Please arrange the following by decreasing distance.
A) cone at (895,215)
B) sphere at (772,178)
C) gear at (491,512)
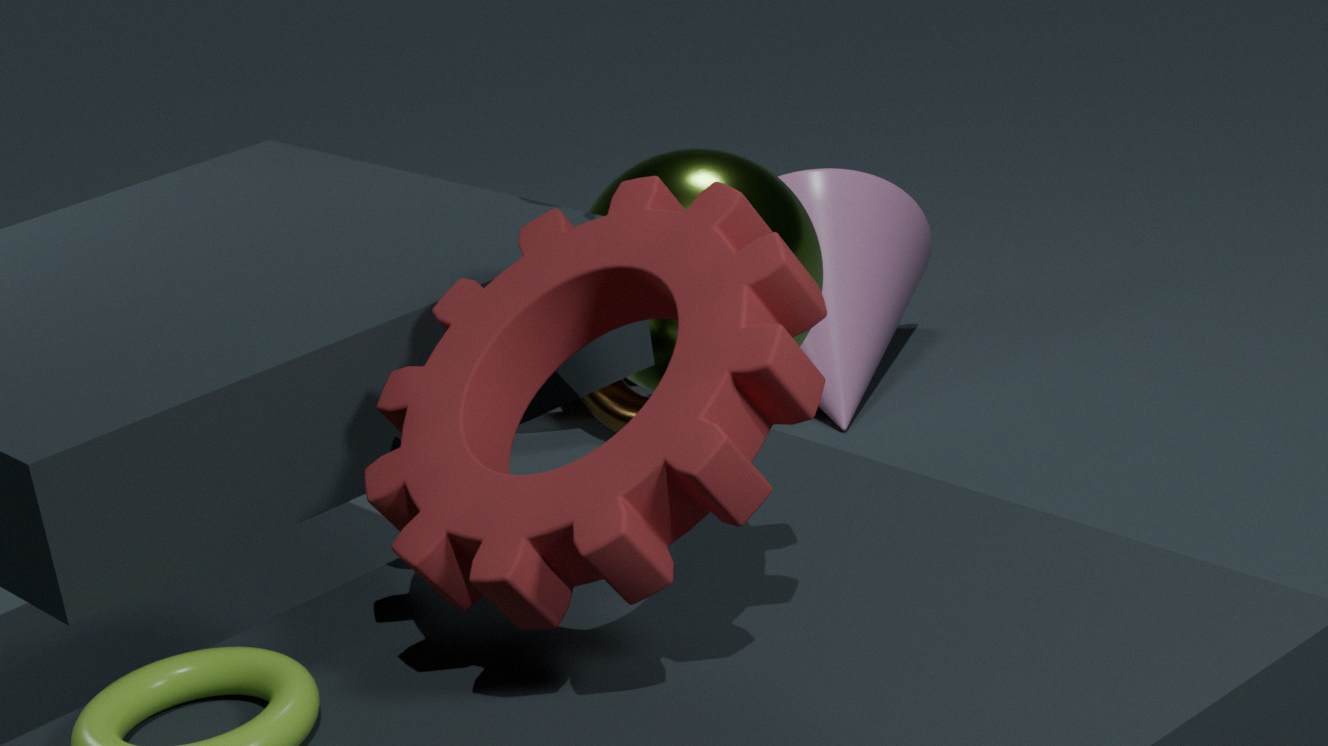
cone at (895,215), sphere at (772,178), gear at (491,512)
